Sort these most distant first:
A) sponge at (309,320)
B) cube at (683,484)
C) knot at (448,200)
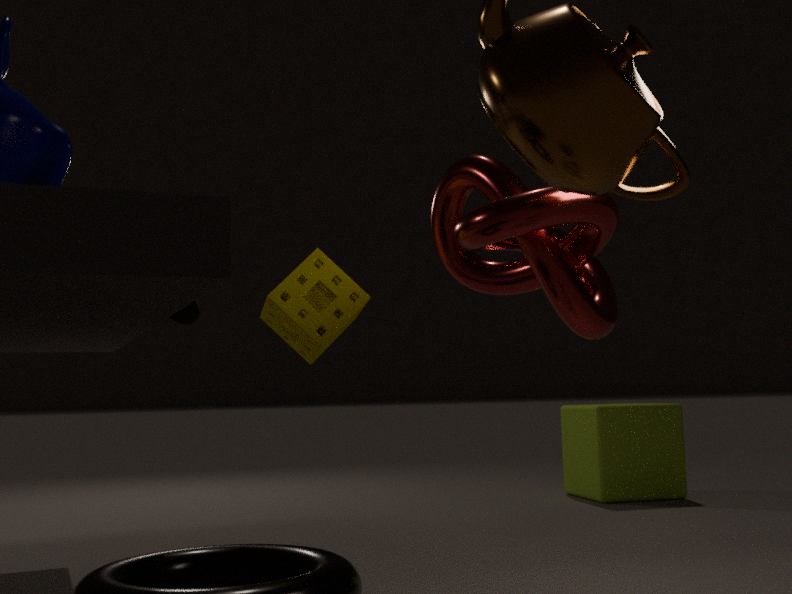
cube at (683,484)
sponge at (309,320)
knot at (448,200)
